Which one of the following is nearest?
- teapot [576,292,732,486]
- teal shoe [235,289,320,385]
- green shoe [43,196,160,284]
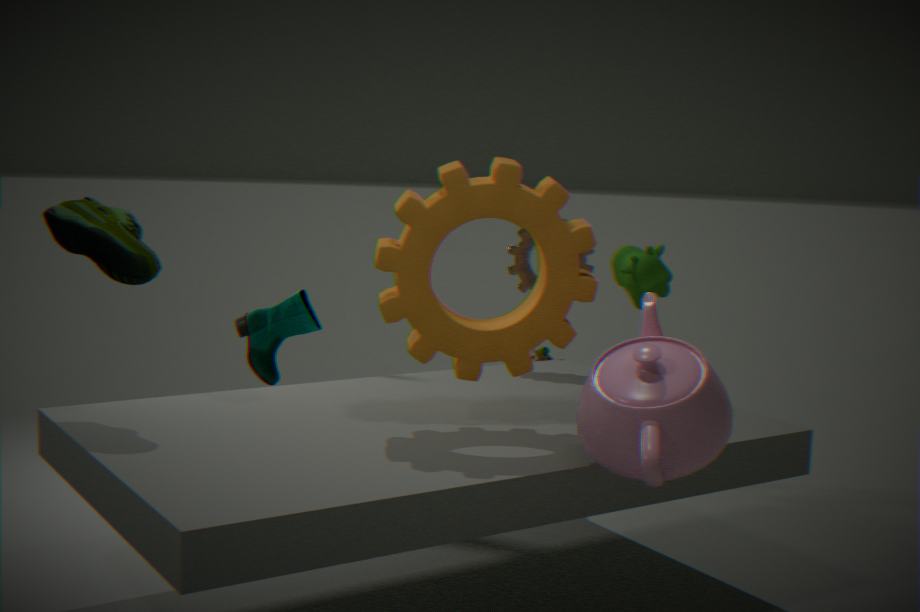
teapot [576,292,732,486]
